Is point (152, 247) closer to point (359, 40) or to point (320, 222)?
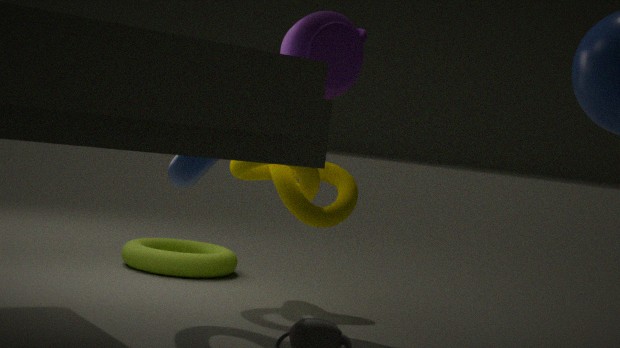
point (320, 222)
